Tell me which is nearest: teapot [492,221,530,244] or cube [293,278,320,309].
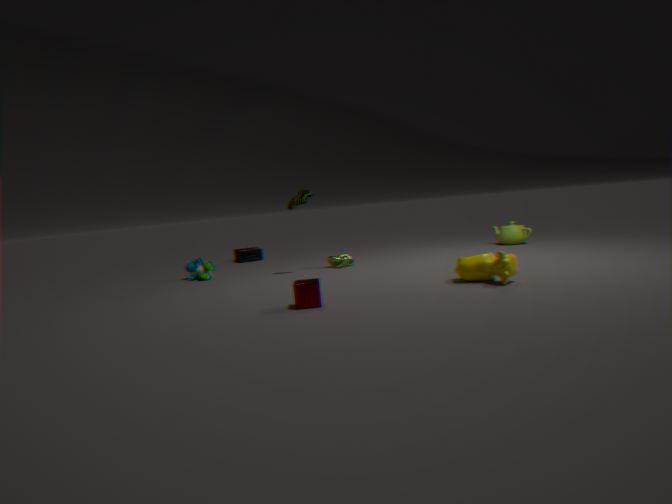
cube [293,278,320,309]
